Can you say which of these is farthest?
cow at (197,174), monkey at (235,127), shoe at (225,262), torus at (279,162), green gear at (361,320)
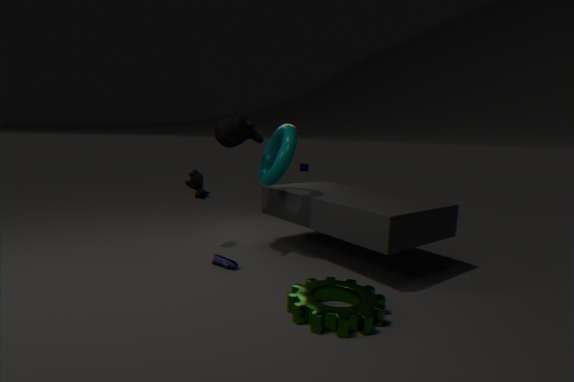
cow at (197,174)
